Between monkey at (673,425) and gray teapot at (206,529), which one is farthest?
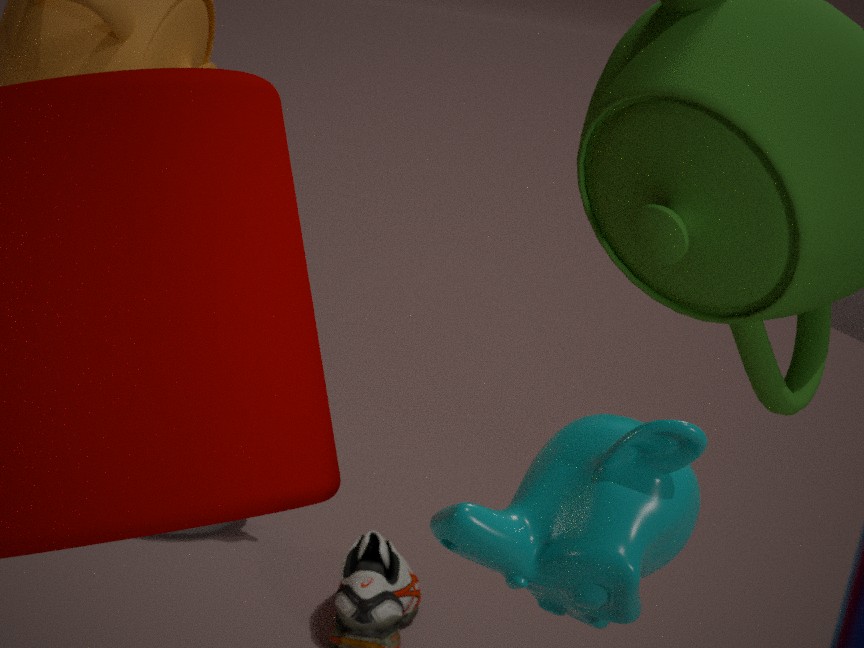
gray teapot at (206,529)
